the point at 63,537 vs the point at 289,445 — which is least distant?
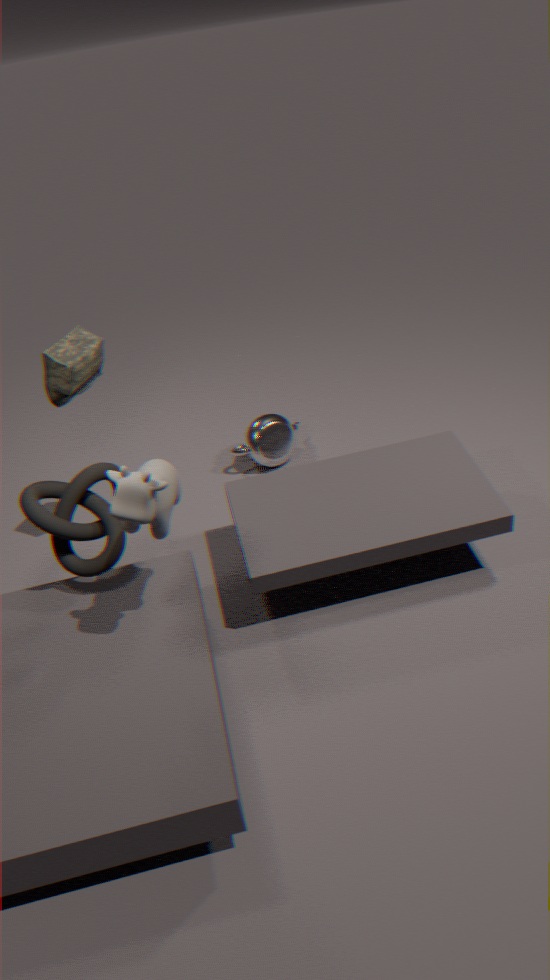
the point at 63,537
